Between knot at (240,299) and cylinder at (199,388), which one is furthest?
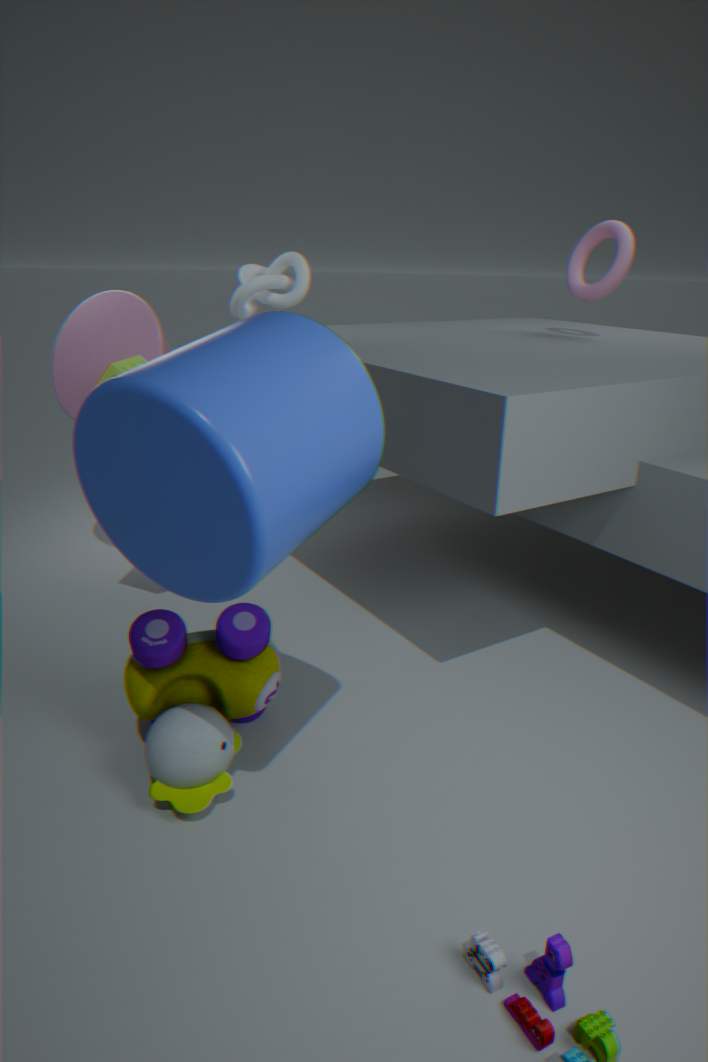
knot at (240,299)
